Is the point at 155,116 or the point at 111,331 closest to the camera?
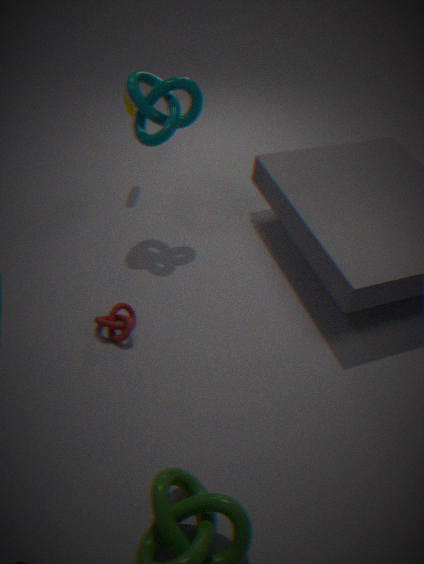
the point at 111,331
